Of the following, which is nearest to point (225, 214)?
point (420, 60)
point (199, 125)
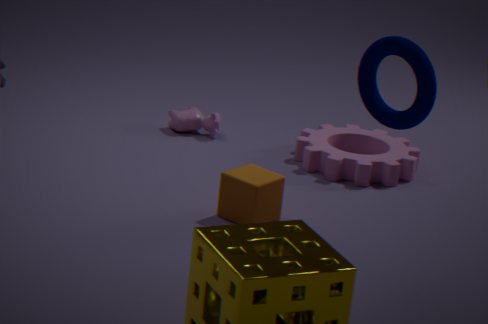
point (199, 125)
